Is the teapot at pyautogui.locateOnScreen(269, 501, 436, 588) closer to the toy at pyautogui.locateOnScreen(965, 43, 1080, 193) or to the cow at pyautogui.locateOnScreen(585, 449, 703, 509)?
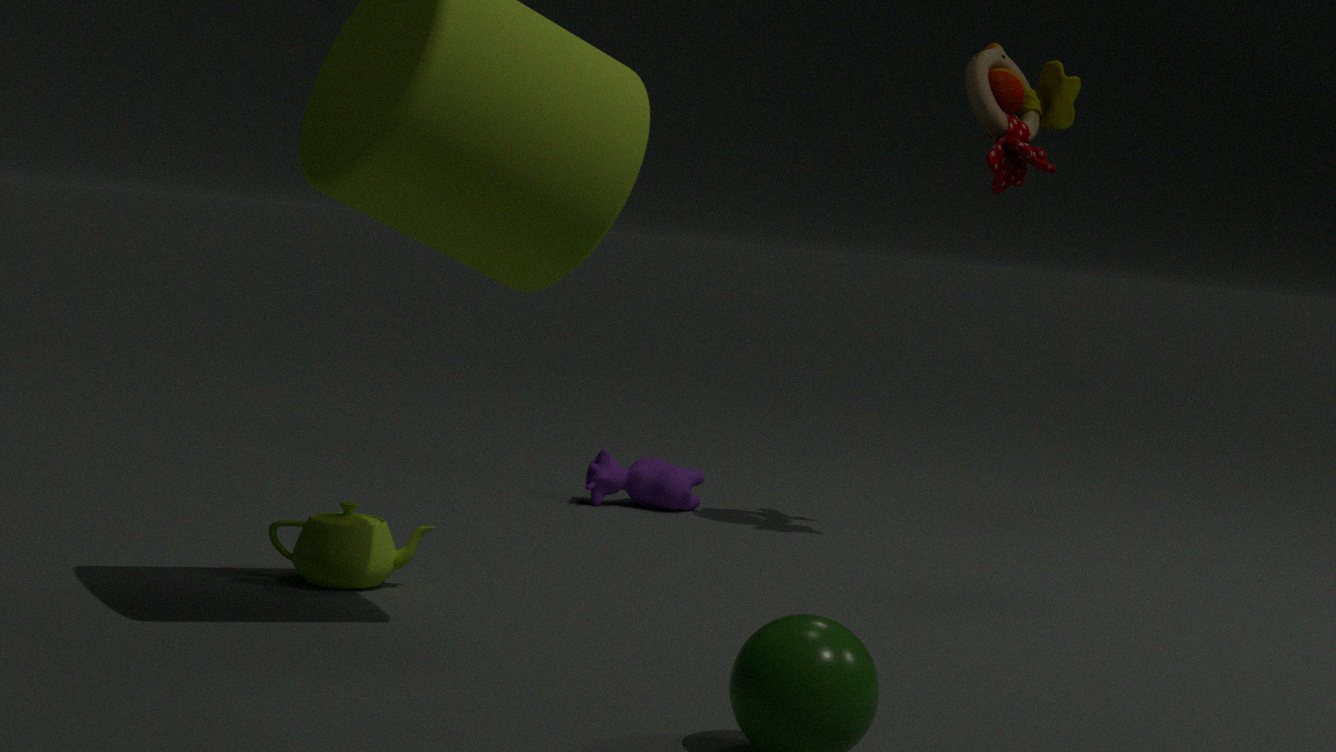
the cow at pyautogui.locateOnScreen(585, 449, 703, 509)
